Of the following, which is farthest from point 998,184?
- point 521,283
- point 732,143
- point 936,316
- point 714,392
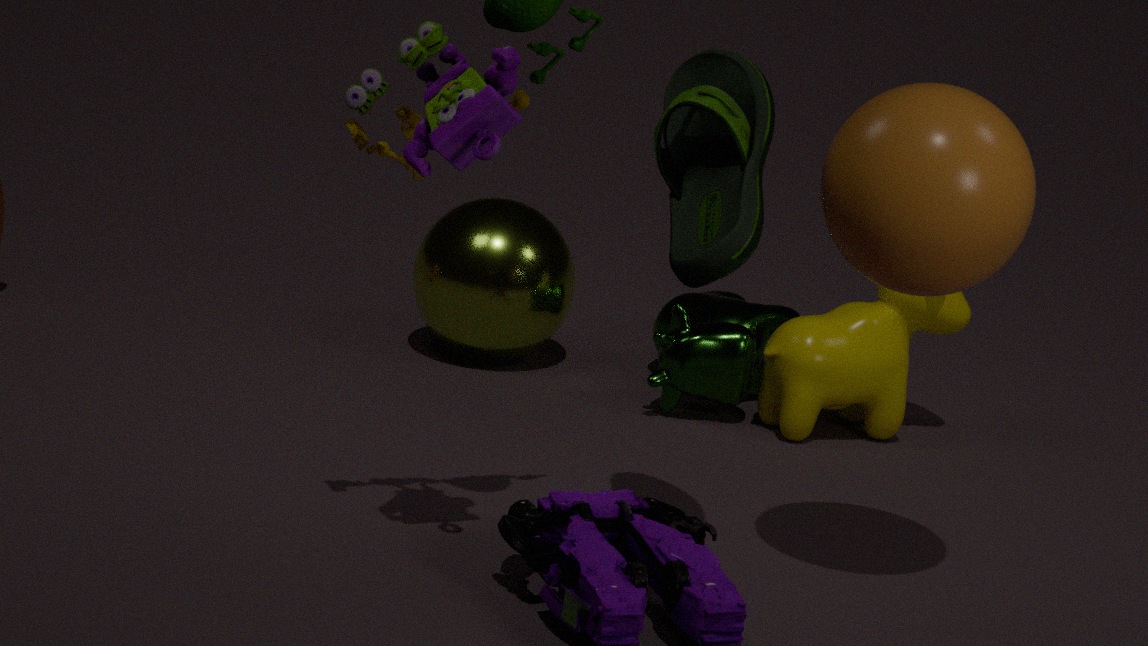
point 521,283
